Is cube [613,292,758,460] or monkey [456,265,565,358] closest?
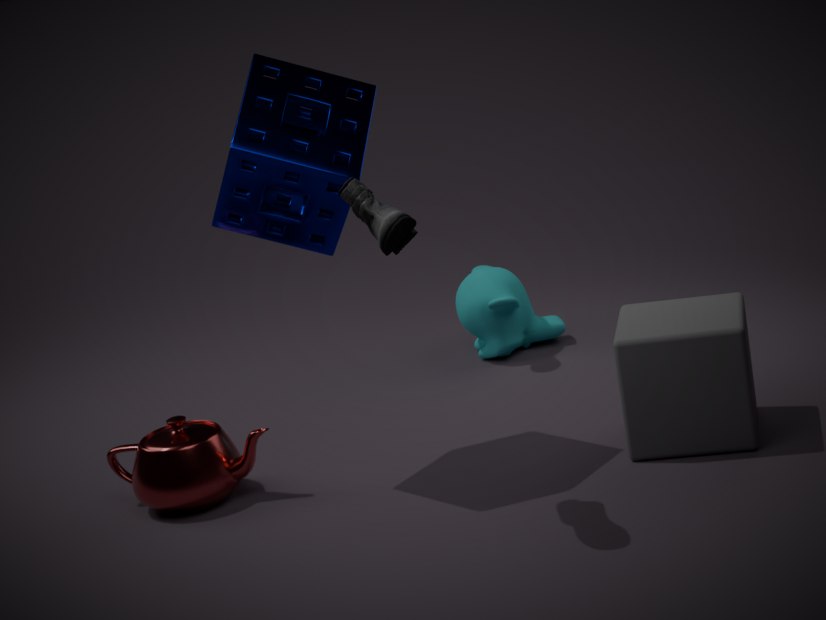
cube [613,292,758,460]
